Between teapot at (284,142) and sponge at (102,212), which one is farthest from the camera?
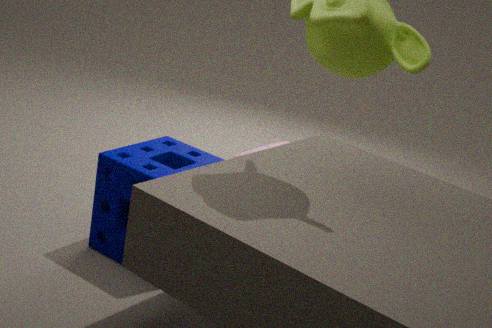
teapot at (284,142)
